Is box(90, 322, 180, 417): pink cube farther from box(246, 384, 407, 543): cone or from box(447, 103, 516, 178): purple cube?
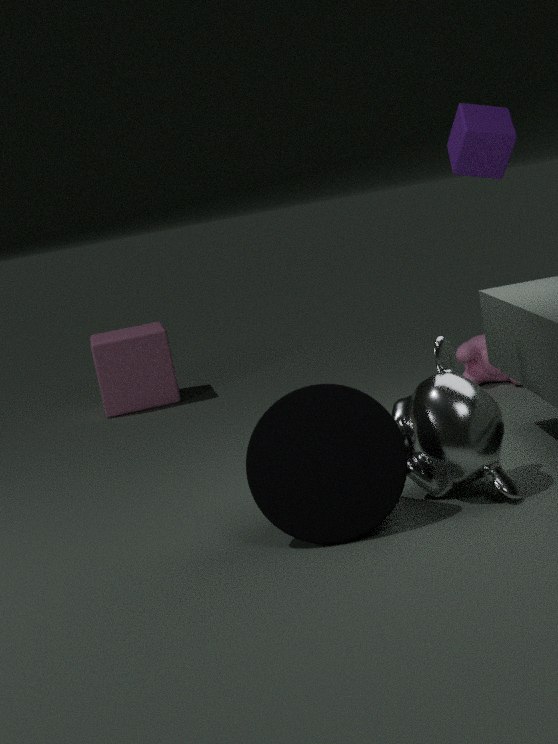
box(246, 384, 407, 543): cone
